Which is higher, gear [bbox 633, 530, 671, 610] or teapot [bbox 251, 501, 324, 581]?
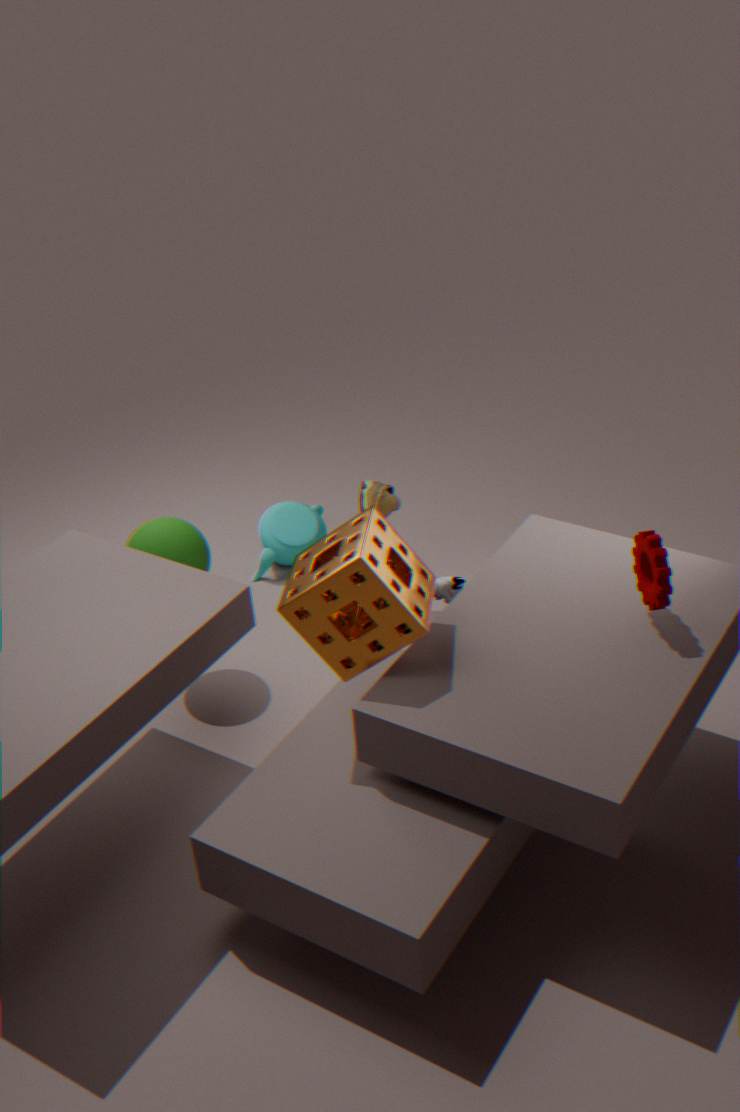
gear [bbox 633, 530, 671, 610]
